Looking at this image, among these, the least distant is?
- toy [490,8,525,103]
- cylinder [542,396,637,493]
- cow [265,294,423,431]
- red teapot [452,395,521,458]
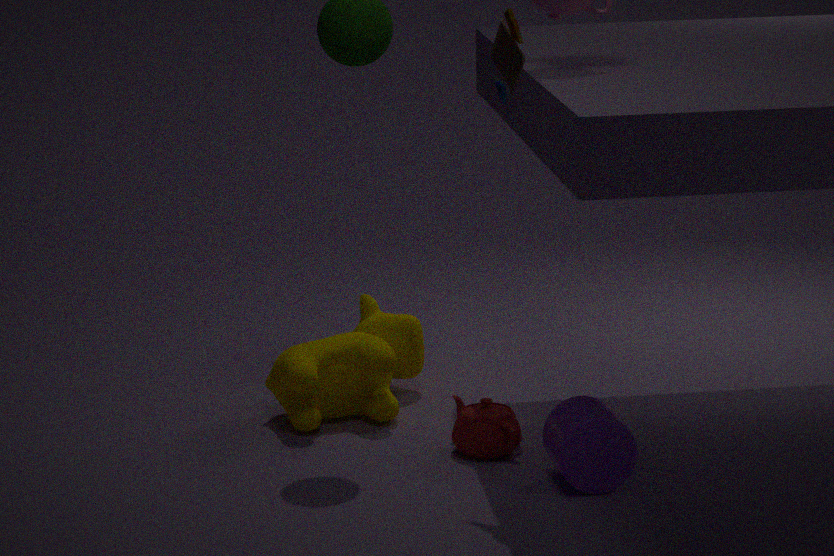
toy [490,8,525,103]
